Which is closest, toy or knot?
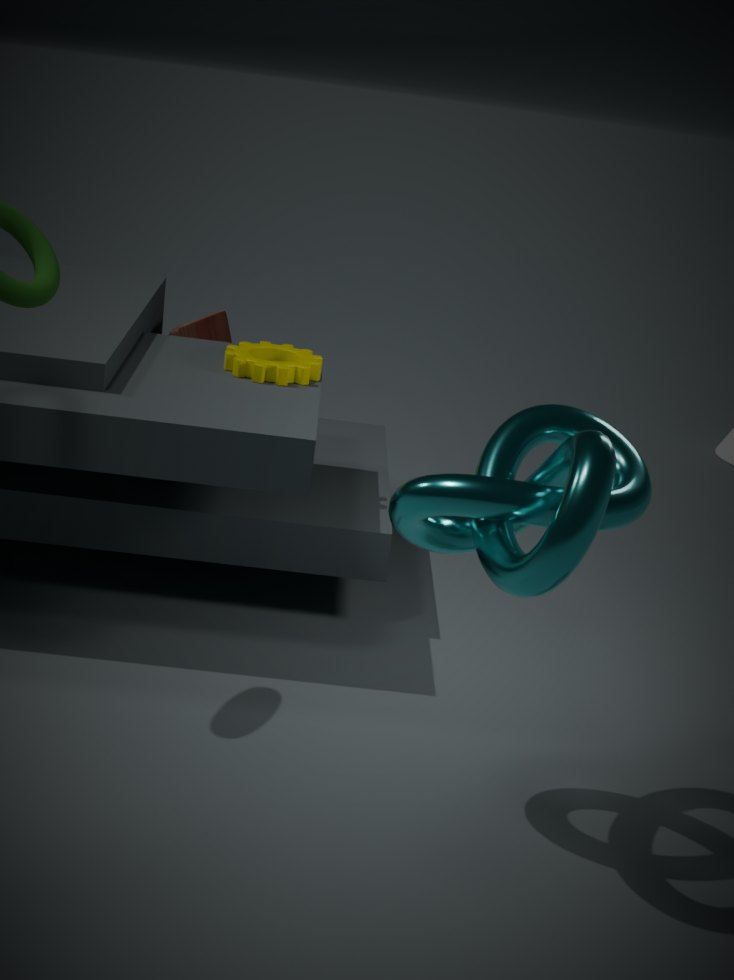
knot
